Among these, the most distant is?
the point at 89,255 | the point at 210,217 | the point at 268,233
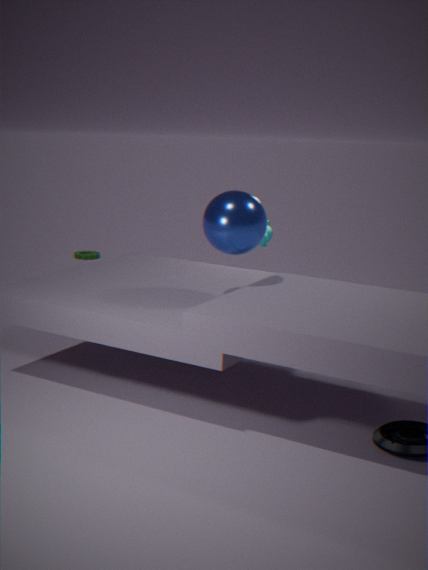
the point at 89,255
